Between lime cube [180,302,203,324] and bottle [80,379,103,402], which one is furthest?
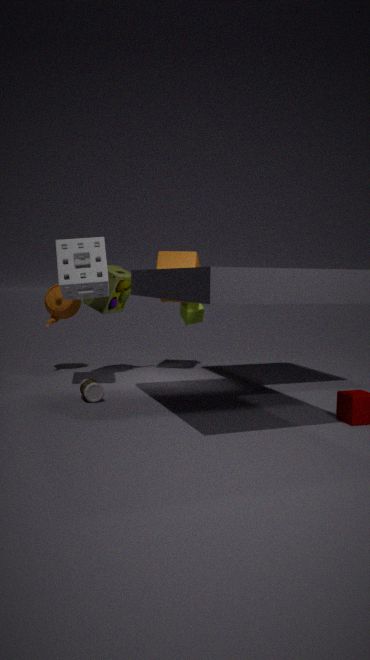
lime cube [180,302,203,324]
